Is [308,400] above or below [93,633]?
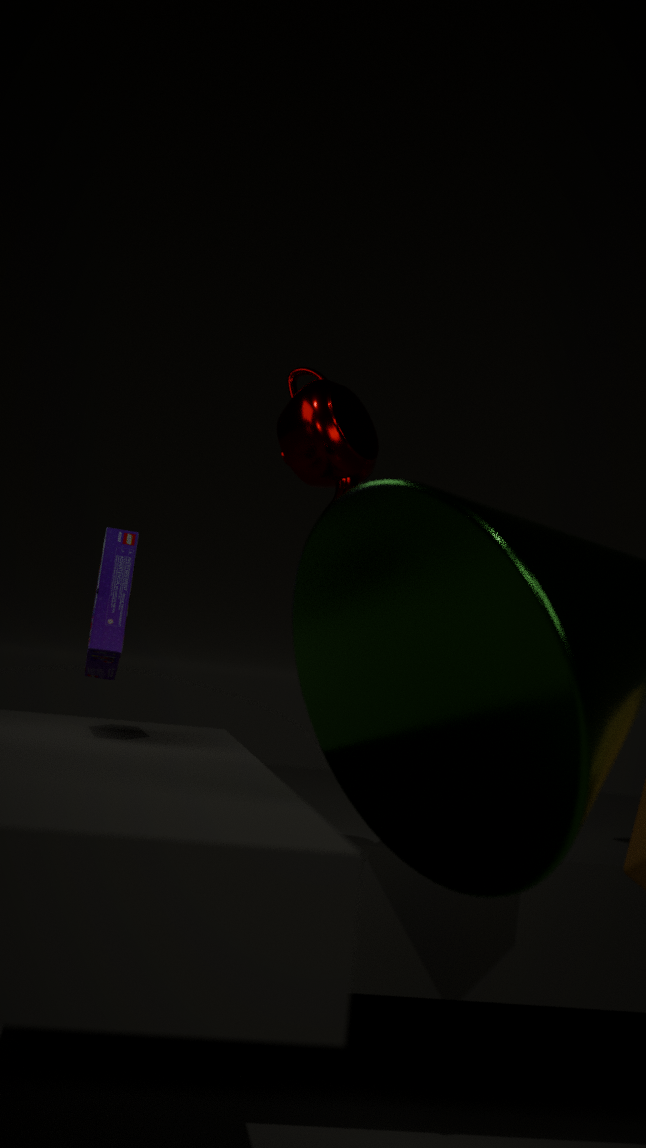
above
